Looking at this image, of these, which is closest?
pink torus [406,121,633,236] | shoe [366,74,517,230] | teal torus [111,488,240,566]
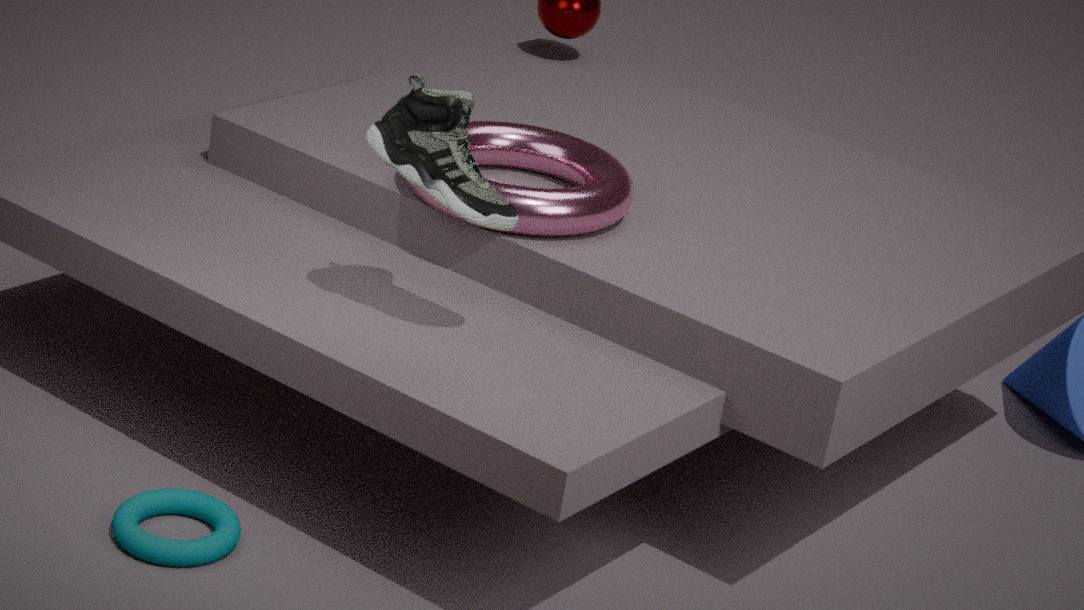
shoe [366,74,517,230]
